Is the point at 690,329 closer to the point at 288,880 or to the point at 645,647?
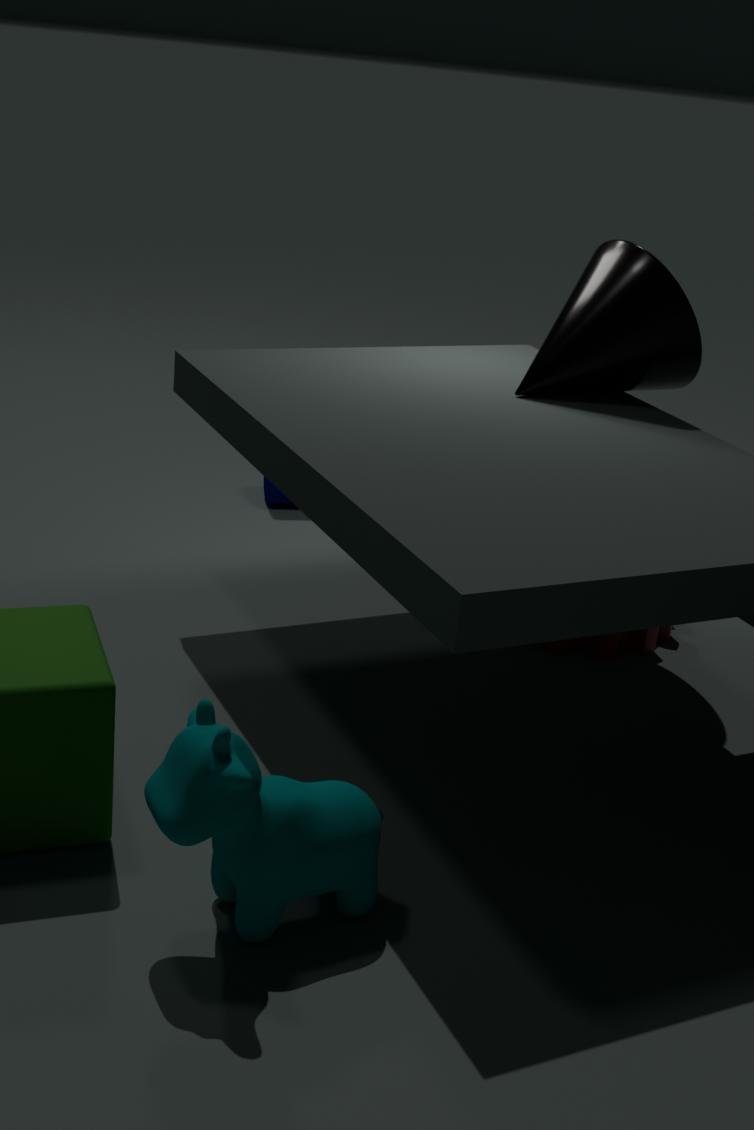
the point at 645,647
